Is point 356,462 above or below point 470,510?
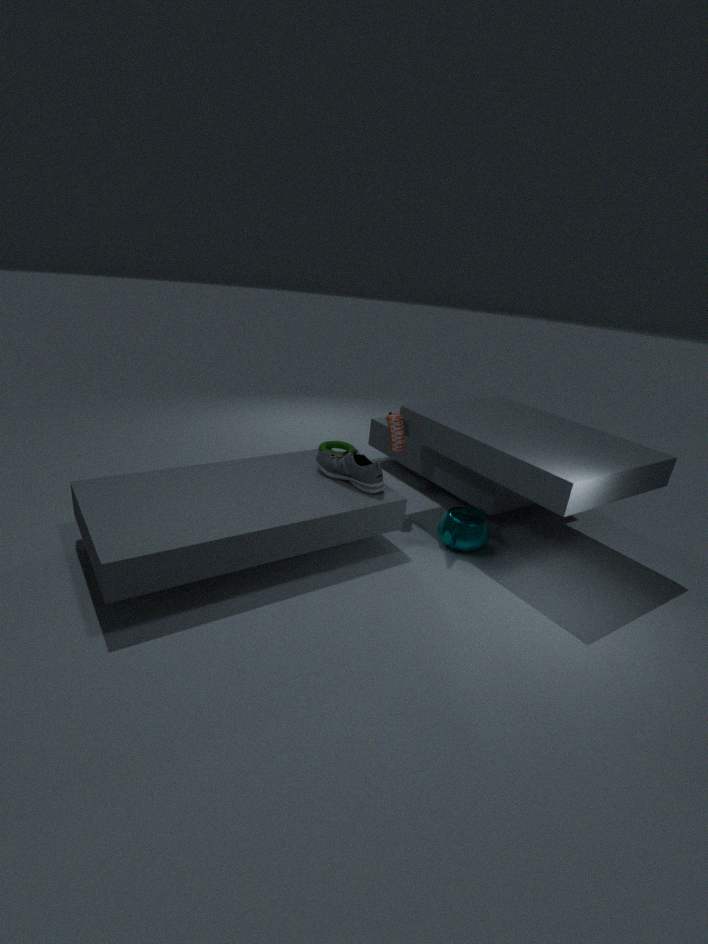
above
